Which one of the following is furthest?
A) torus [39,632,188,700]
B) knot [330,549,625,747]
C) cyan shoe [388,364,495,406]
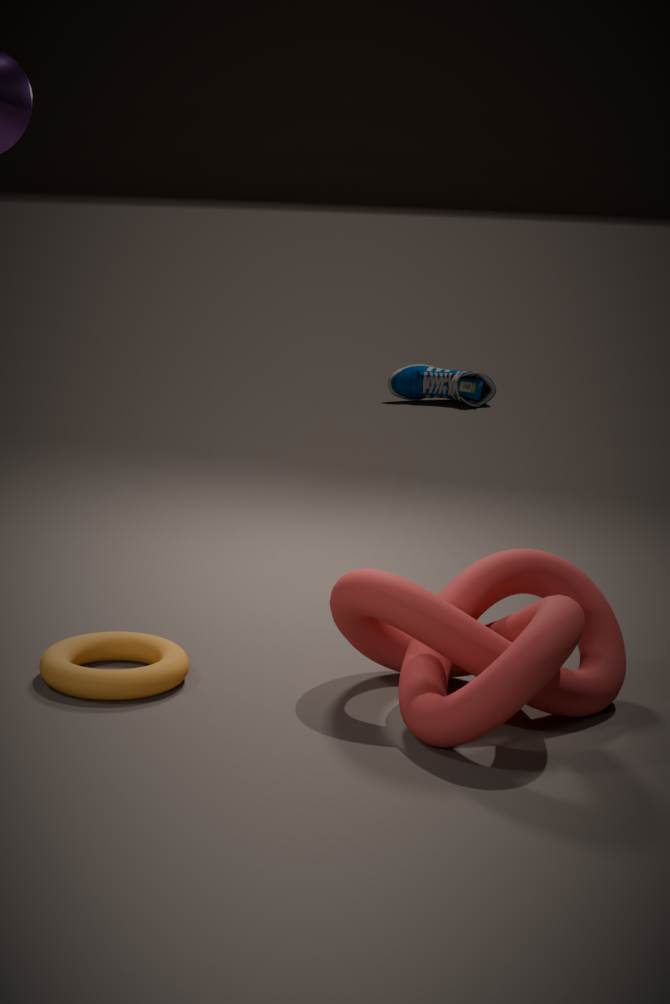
cyan shoe [388,364,495,406]
